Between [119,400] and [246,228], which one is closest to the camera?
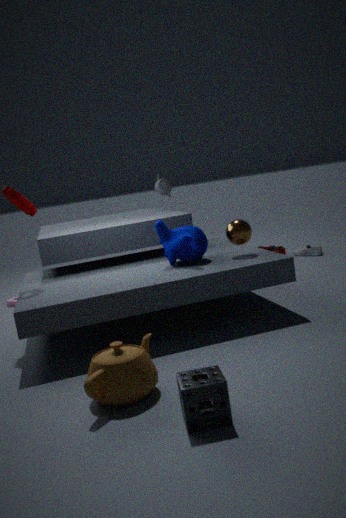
[119,400]
